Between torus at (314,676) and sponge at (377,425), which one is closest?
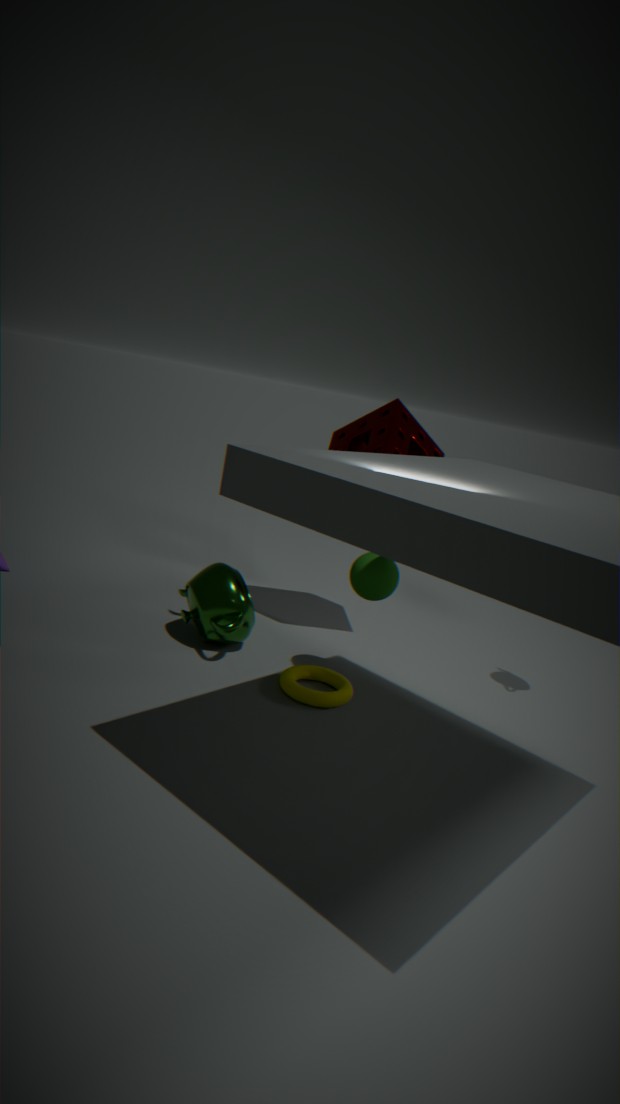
torus at (314,676)
